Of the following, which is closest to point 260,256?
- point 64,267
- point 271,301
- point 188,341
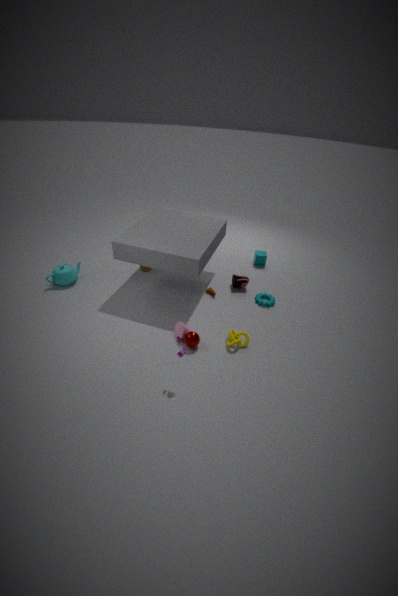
point 271,301
